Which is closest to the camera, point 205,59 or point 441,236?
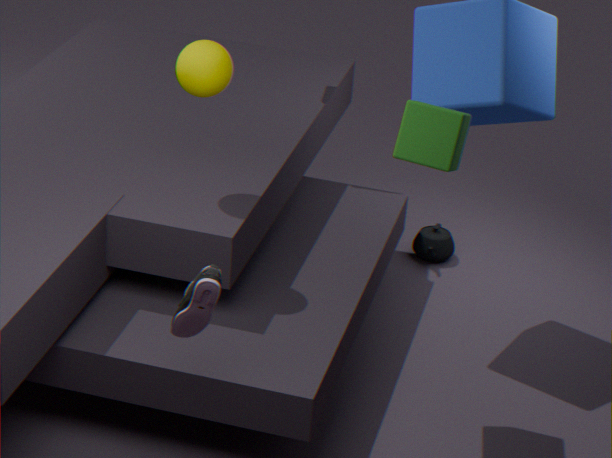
point 205,59
